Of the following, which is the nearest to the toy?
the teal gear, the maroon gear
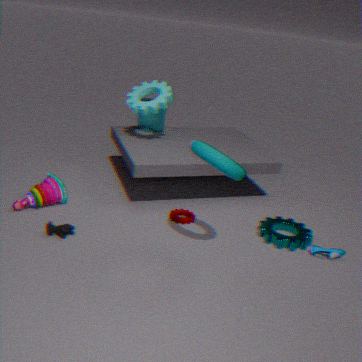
the maroon gear
